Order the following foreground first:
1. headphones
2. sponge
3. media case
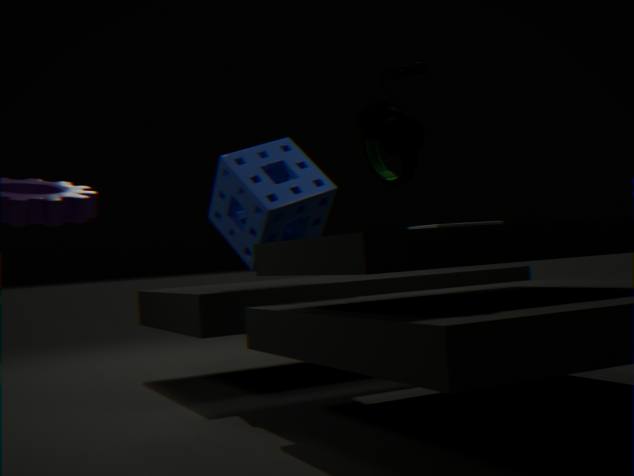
headphones, media case, sponge
